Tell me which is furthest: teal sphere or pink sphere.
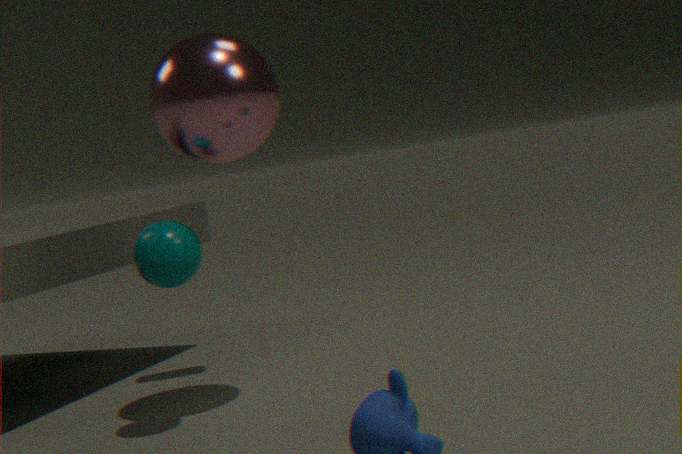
pink sphere
